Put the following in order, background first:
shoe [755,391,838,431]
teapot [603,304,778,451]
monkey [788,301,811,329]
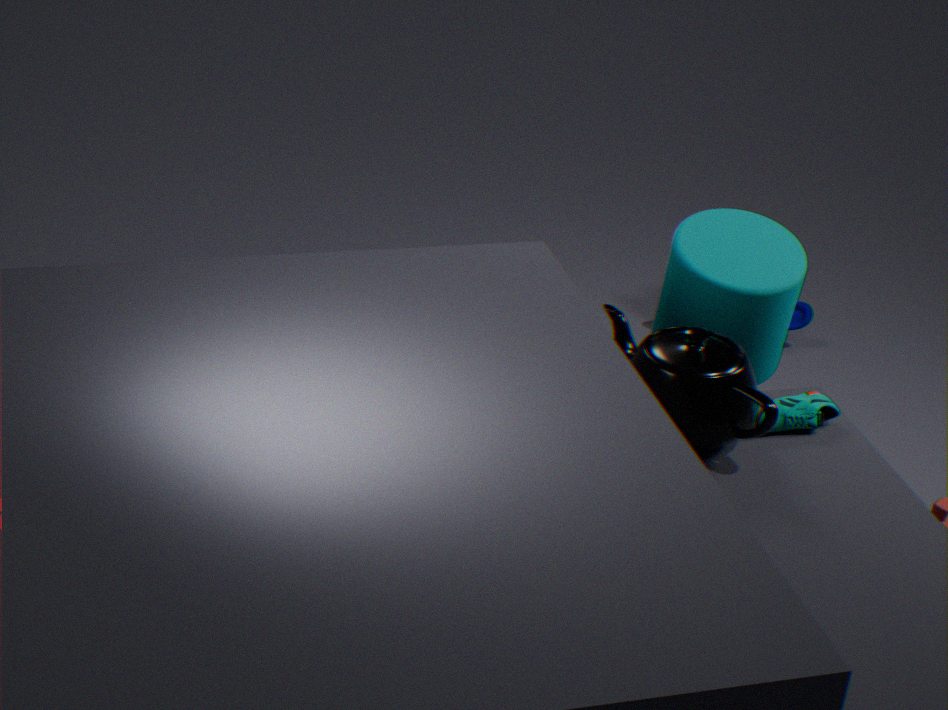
monkey [788,301,811,329]
shoe [755,391,838,431]
teapot [603,304,778,451]
